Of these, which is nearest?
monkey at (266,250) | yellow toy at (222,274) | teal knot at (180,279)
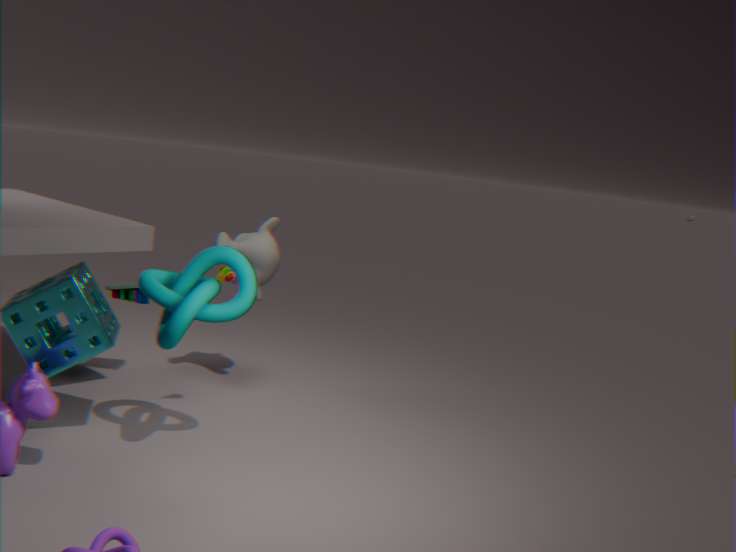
teal knot at (180,279)
